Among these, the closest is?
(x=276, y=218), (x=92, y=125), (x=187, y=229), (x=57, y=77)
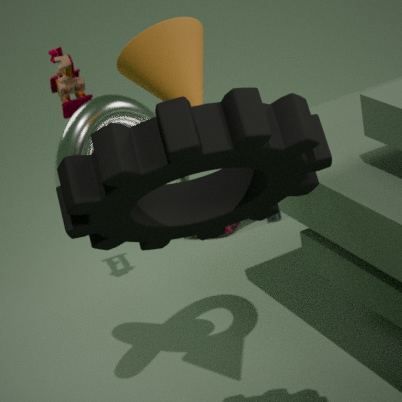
(x=187, y=229)
